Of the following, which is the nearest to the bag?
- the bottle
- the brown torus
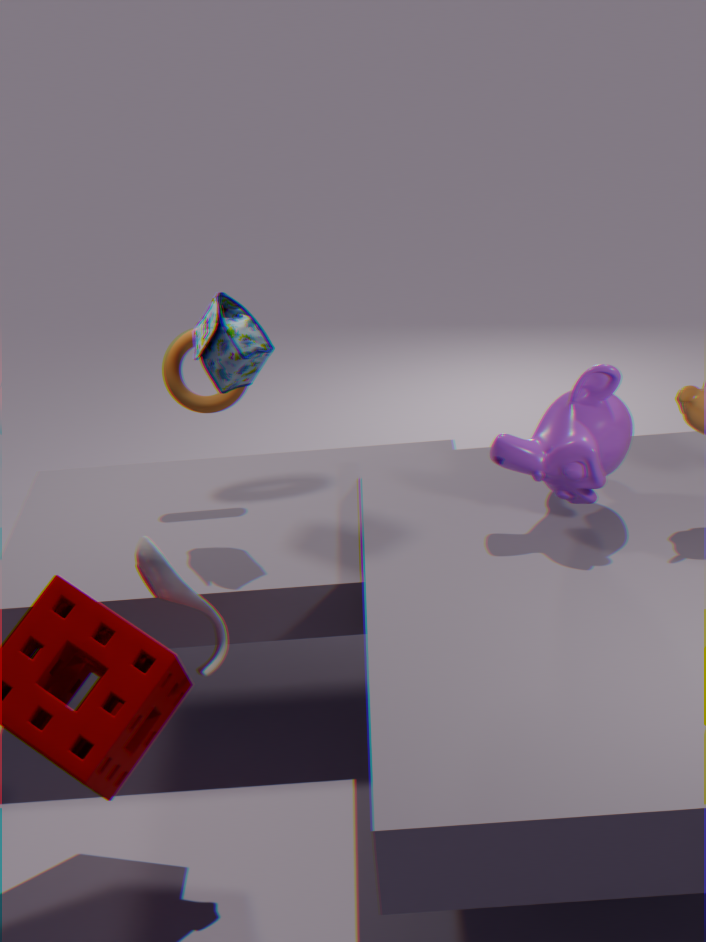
the brown torus
